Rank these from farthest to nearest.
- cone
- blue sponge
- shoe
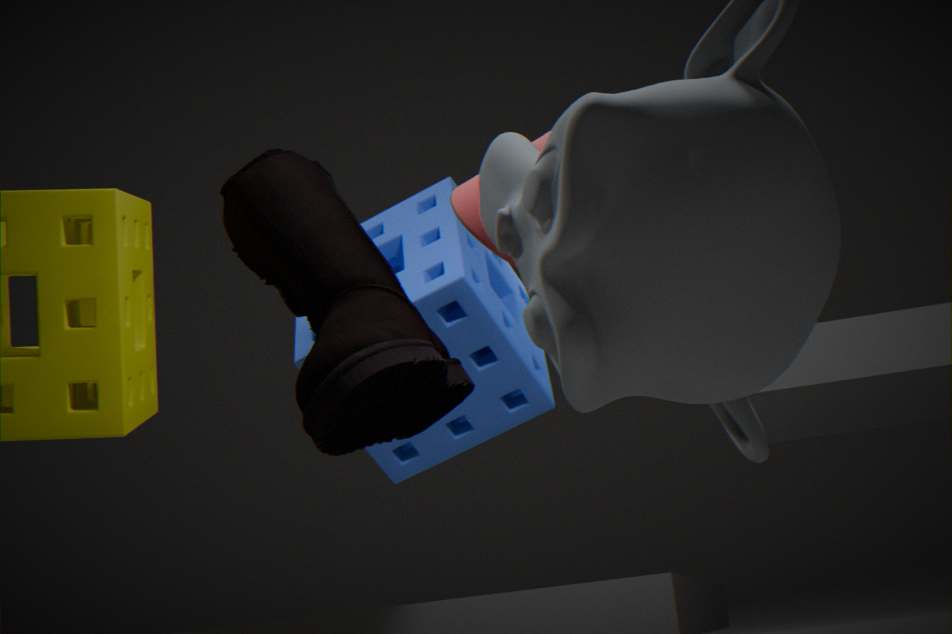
blue sponge < shoe < cone
